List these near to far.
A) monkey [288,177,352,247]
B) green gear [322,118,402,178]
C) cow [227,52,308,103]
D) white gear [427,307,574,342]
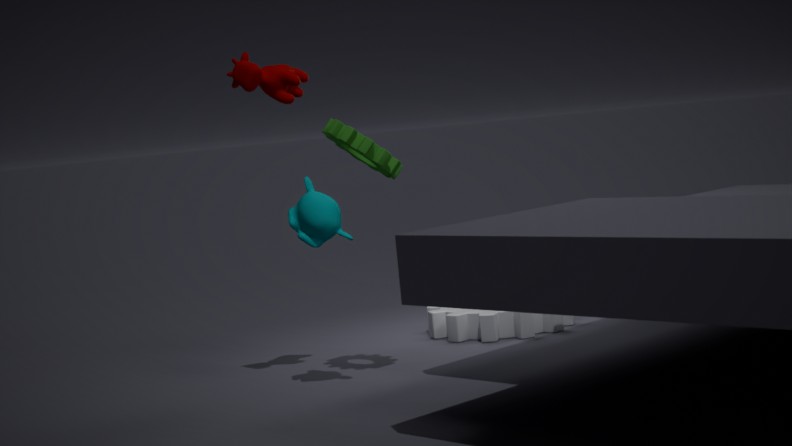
monkey [288,177,352,247] → green gear [322,118,402,178] → cow [227,52,308,103] → white gear [427,307,574,342]
